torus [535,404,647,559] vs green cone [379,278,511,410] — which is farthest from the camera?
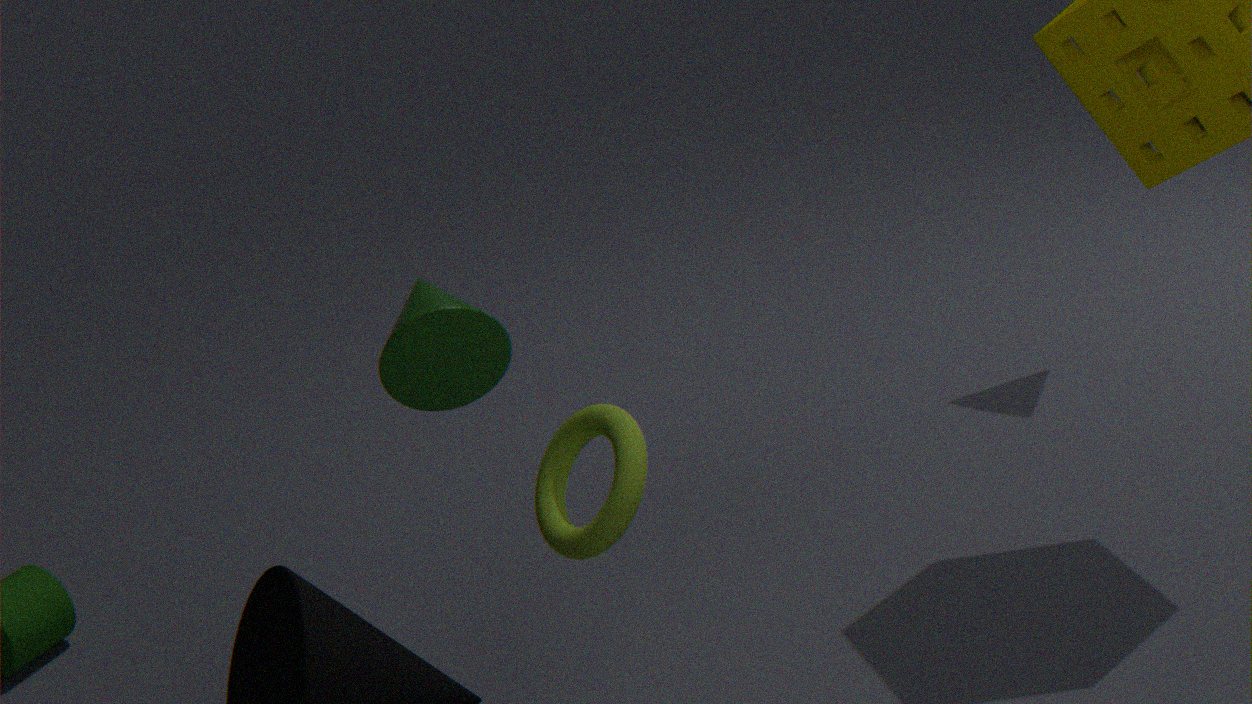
torus [535,404,647,559]
